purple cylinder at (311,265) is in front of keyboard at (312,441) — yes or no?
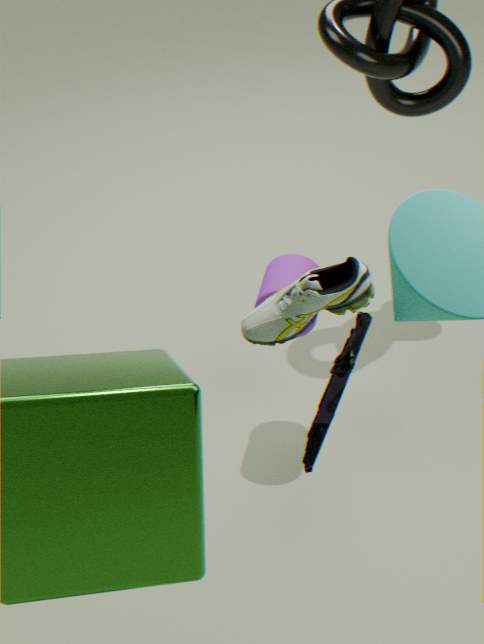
No
